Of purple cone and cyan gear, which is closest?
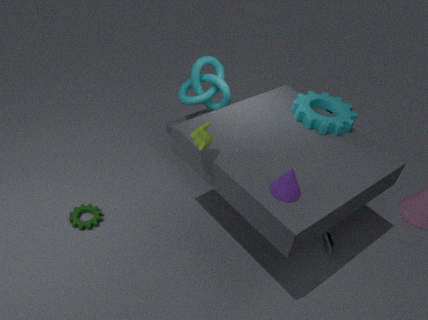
purple cone
